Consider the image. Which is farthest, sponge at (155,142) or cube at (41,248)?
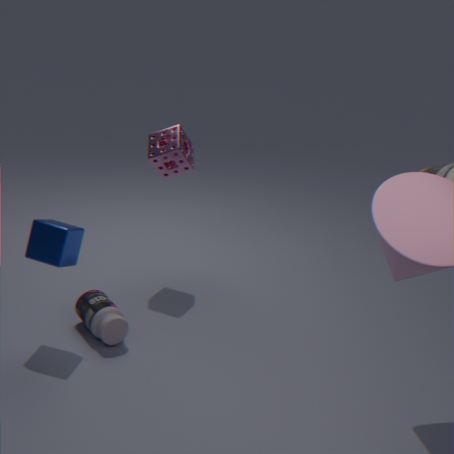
sponge at (155,142)
